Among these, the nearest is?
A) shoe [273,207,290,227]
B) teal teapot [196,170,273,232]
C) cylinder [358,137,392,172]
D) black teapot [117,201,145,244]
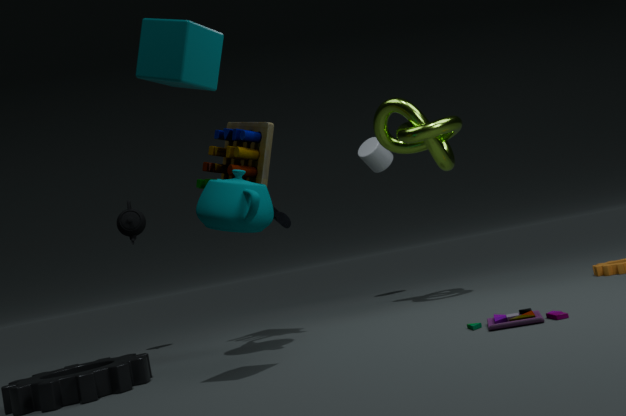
teal teapot [196,170,273,232]
